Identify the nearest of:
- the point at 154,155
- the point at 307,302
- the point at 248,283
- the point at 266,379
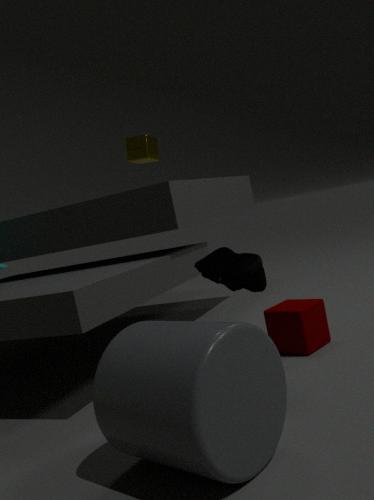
the point at 266,379
